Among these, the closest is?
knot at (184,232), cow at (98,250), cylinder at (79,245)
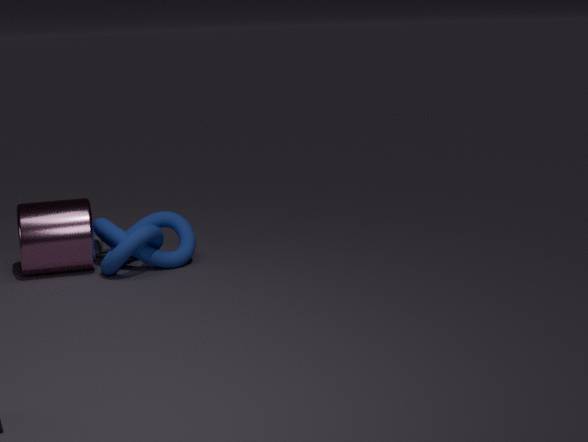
knot at (184,232)
